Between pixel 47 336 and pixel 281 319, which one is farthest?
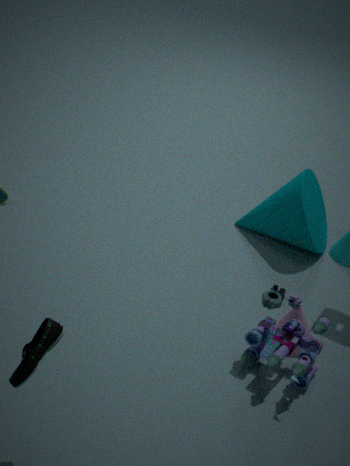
pixel 281 319
